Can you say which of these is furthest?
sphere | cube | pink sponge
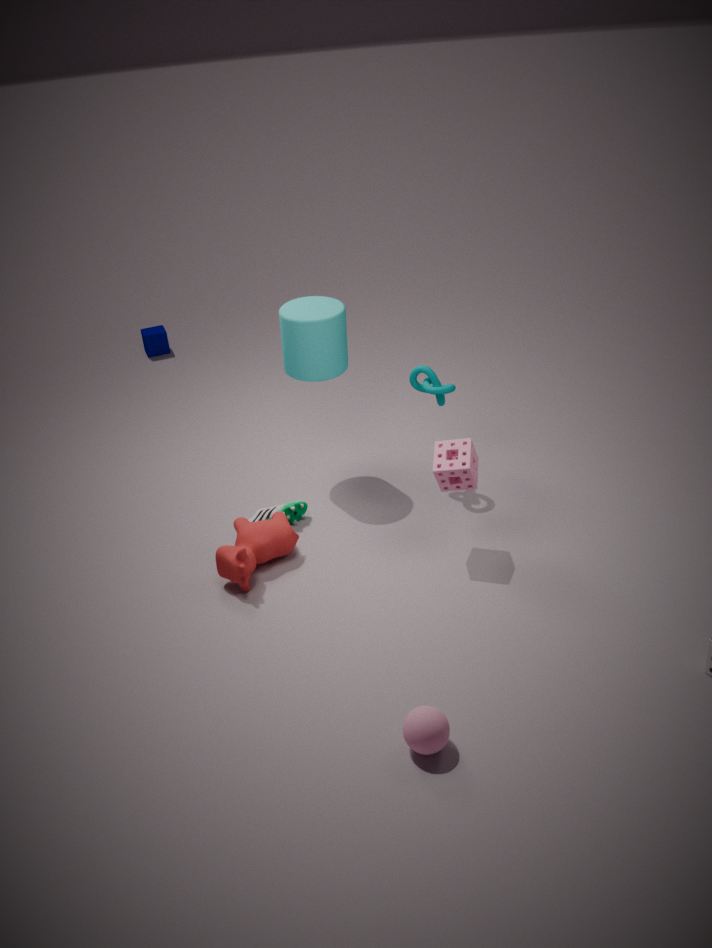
cube
